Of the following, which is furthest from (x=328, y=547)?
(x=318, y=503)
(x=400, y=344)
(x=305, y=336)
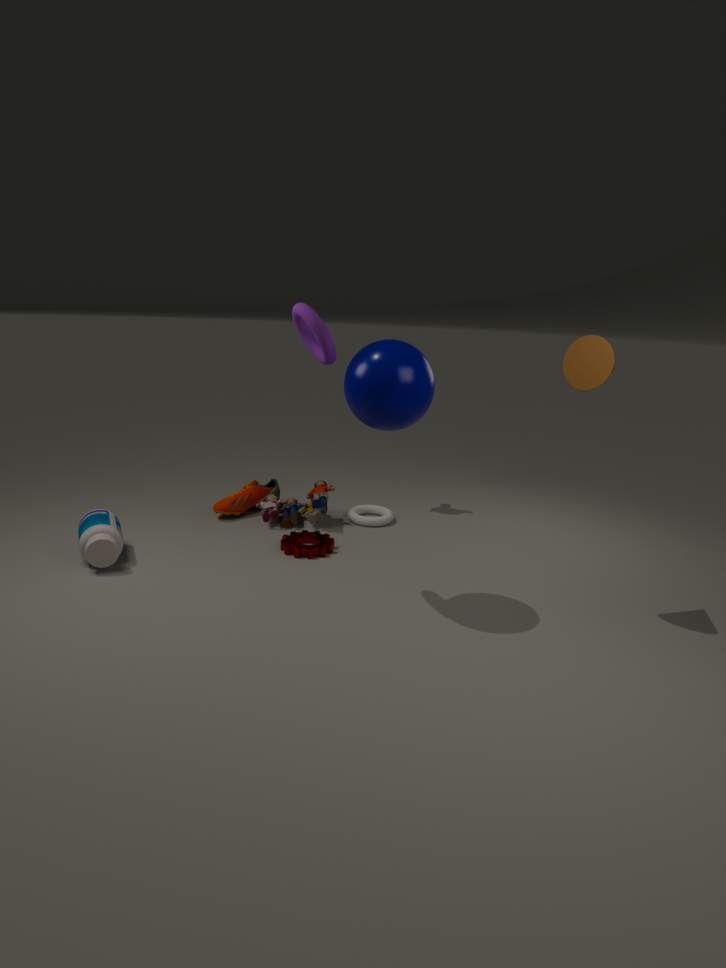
(x=305, y=336)
